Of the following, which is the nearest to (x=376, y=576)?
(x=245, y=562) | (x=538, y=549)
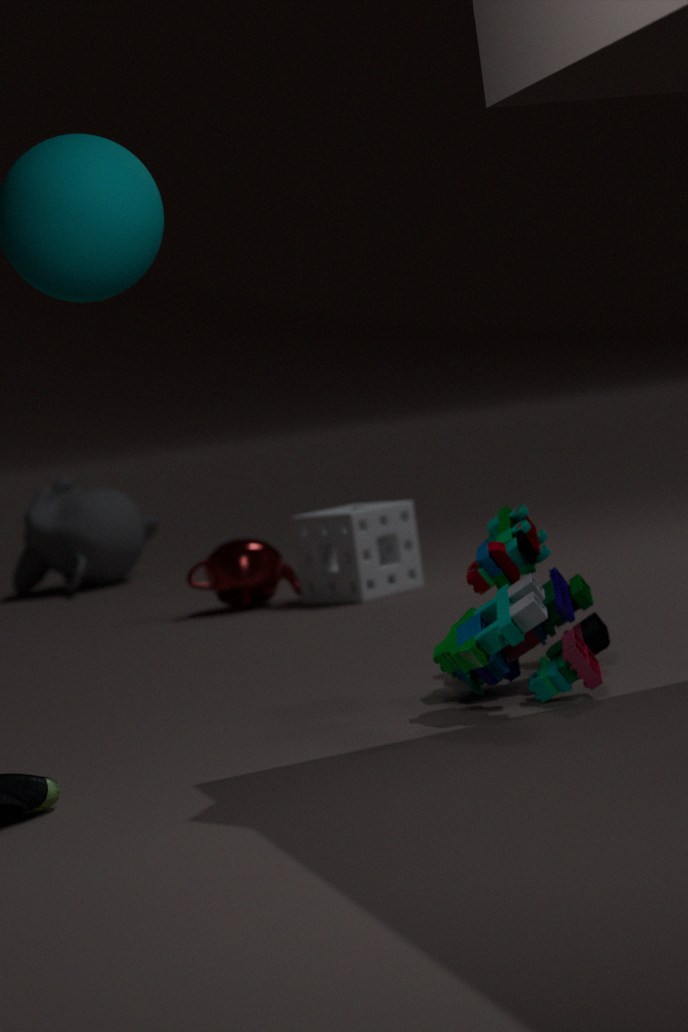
(x=245, y=562)
